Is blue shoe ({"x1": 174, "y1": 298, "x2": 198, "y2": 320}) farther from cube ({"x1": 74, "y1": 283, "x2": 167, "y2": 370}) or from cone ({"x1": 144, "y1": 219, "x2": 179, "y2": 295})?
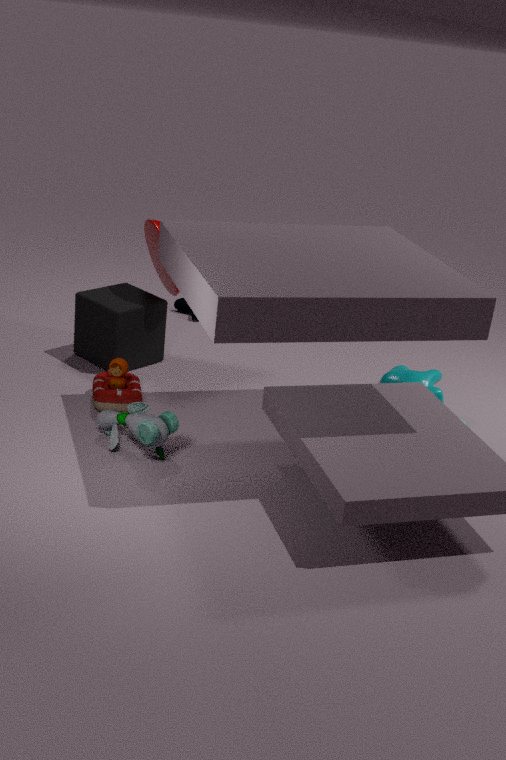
cone ({"x1": 144, "y1": 219, "x2": 179, "y2": 295})
